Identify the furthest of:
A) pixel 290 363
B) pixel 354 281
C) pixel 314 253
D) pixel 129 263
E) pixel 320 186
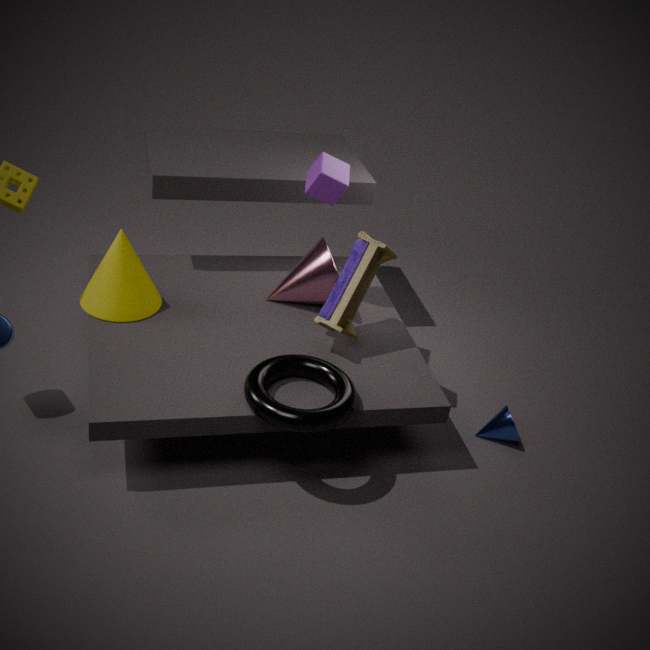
pixel 314 253
